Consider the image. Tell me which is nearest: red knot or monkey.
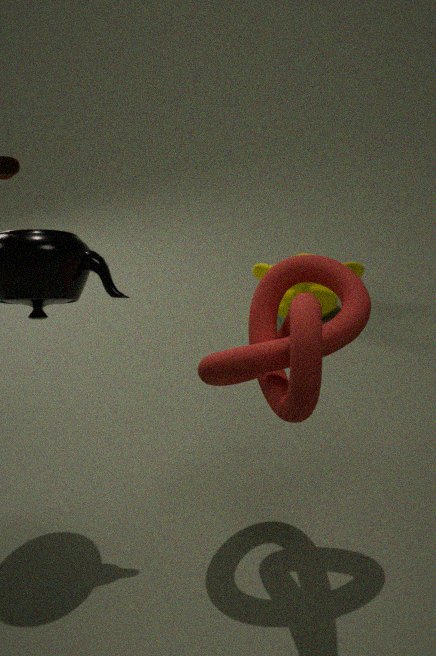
red knot
